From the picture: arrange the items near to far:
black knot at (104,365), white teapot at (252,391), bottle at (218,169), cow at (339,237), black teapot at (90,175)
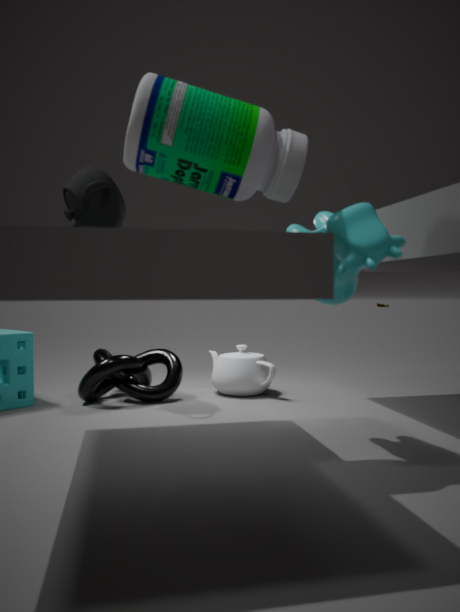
1. bottle at (218,169)
2. cow at (339,237)
3. black teapot at (90,175)
4. black knot at (104,365)
5. white teapot at (252,391)
